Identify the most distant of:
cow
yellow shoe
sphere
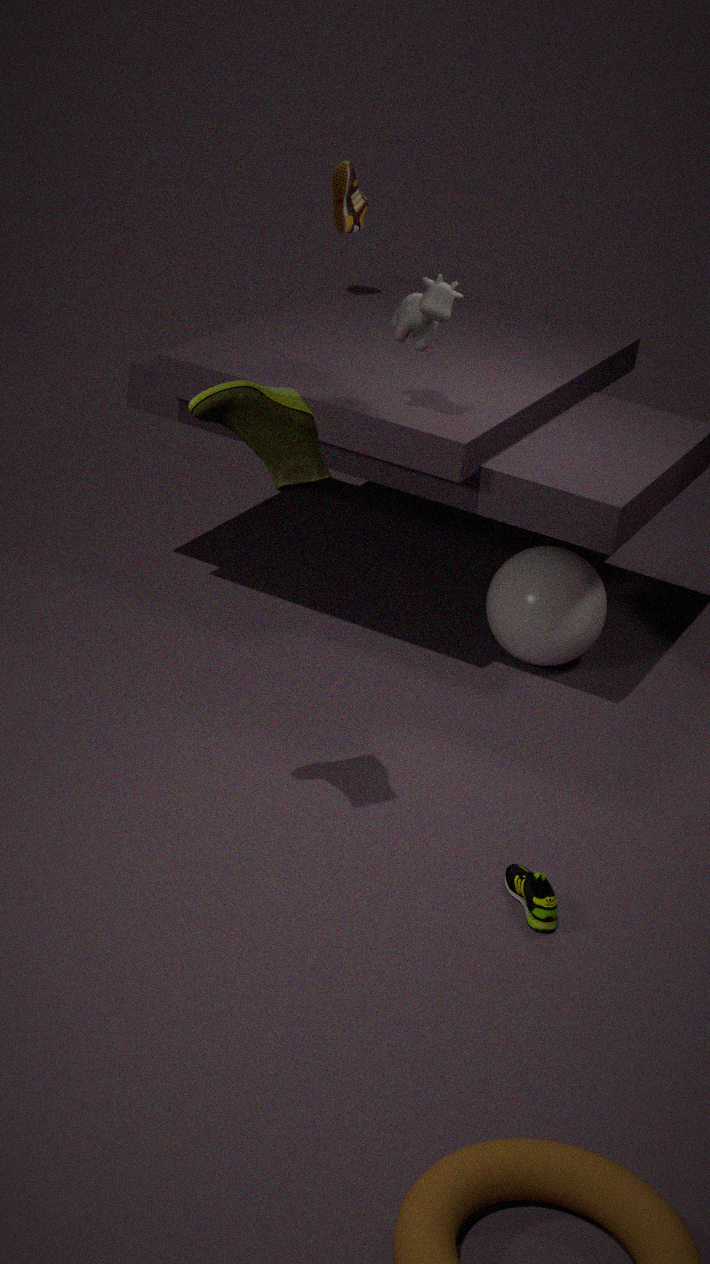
sphere
